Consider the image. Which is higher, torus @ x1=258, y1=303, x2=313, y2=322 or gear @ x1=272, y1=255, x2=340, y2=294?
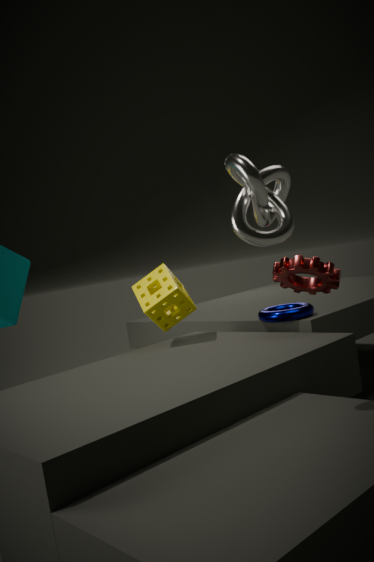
gear @ x1=272, y1=255, x2=340, y2=294
